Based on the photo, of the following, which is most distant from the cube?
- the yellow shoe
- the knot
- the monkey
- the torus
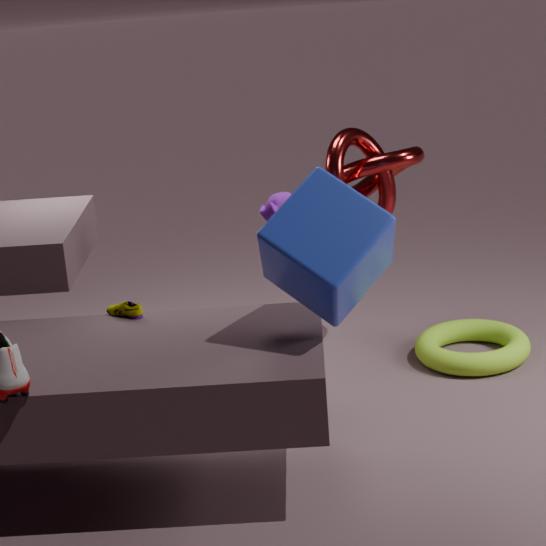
the torus
